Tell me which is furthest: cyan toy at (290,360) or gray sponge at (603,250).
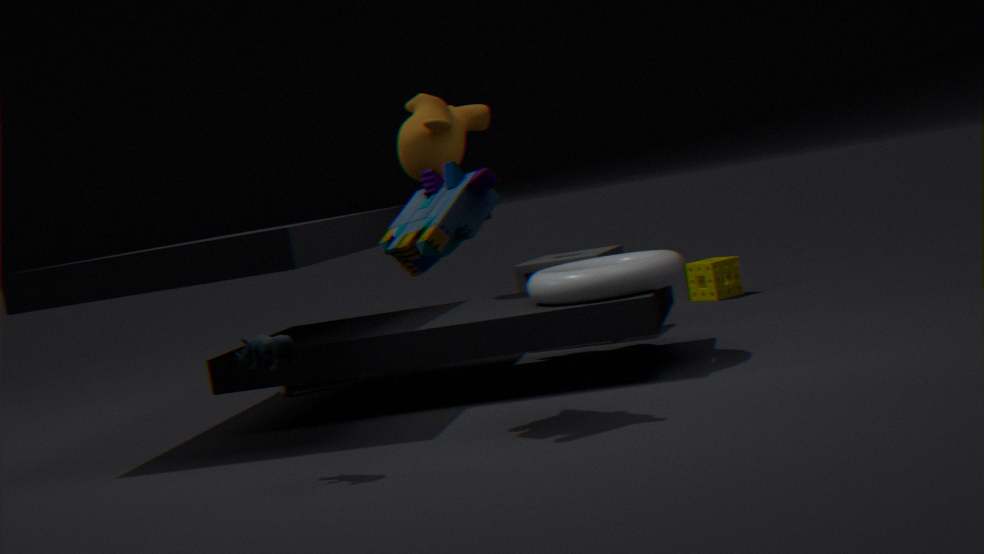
gray sponge at (603,250)
